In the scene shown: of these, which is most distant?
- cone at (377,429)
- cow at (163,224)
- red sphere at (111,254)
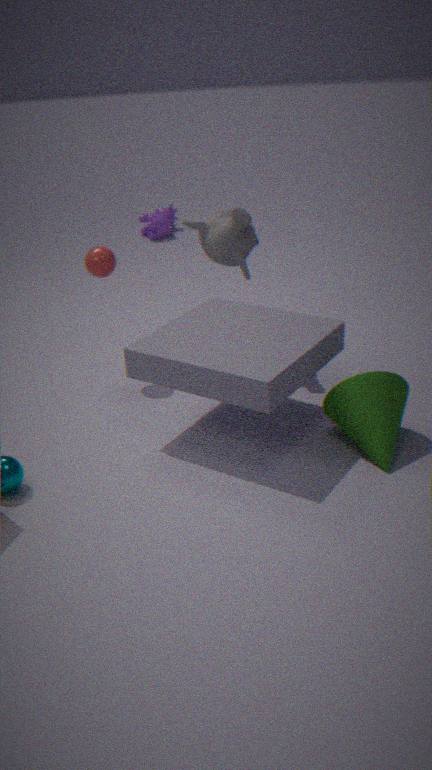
cow at (163,224)
